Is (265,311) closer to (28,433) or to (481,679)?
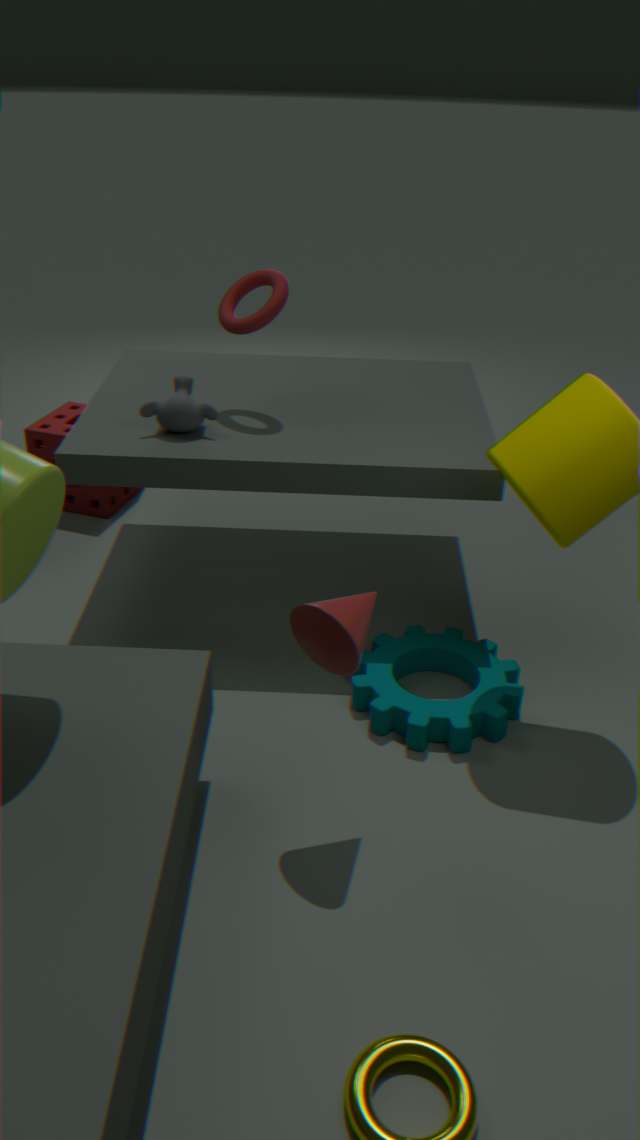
(28,433)
